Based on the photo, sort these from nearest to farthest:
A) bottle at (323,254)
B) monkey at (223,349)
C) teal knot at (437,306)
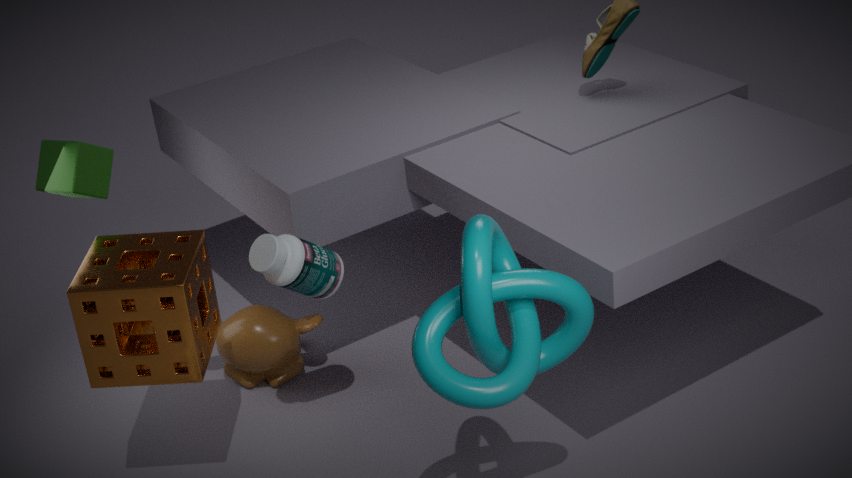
teal knot at (437,306), bottle at (323,254), monkey at (223,349)
